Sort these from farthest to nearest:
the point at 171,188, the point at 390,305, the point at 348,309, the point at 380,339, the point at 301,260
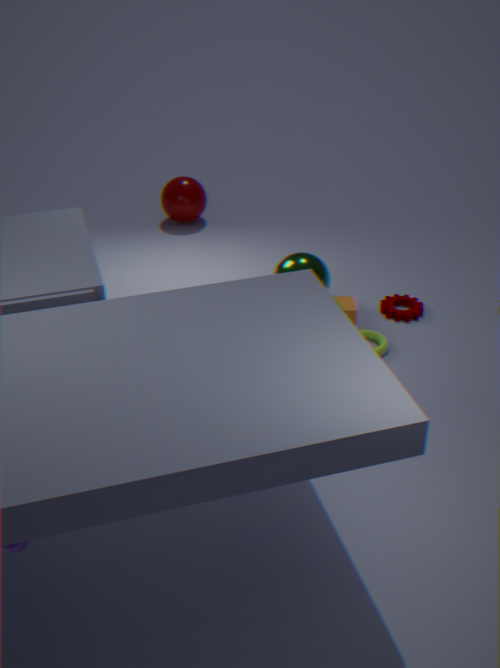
the point at 171,188
the point at 390,305
the point at 301,260
the point at 348,309
the point at 380,339
